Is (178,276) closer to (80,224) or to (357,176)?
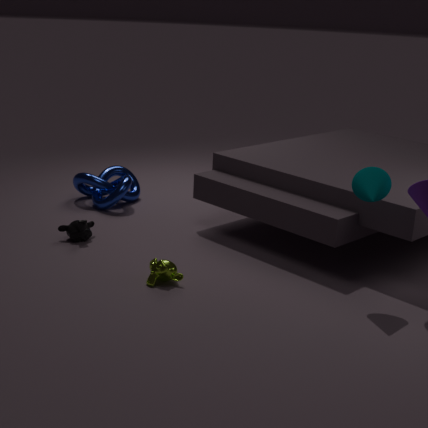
(80,224)
